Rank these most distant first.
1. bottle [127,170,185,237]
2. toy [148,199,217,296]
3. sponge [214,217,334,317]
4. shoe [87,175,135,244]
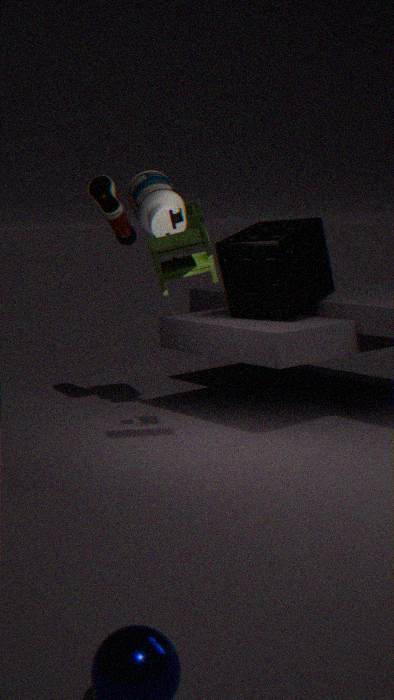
shoe [87,175,135,244] < bottle [127,170,185,237] < sponge [214,217,334,317] < toy [148,199,217,296]
